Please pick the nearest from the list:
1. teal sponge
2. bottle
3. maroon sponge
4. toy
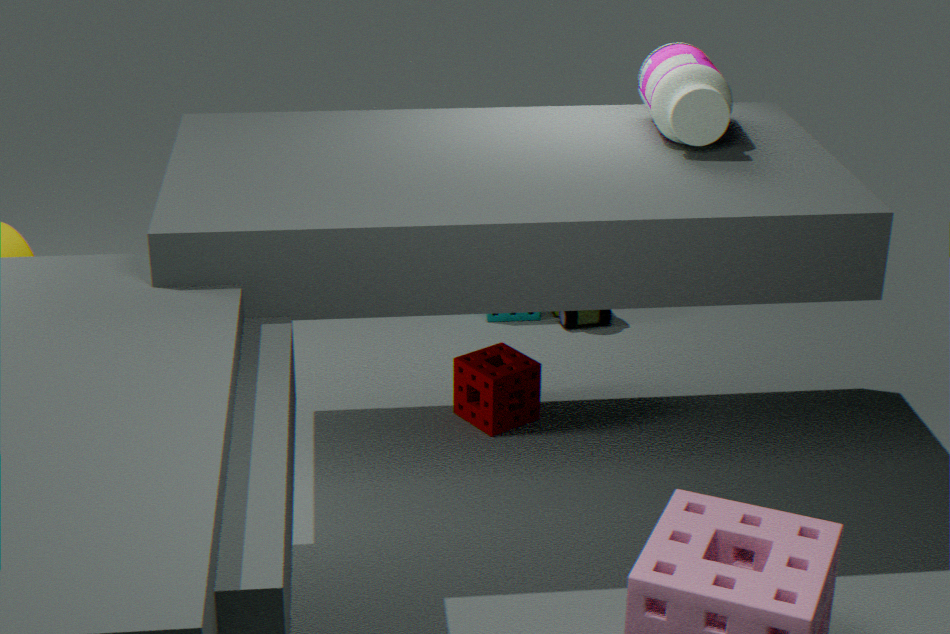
bottle
